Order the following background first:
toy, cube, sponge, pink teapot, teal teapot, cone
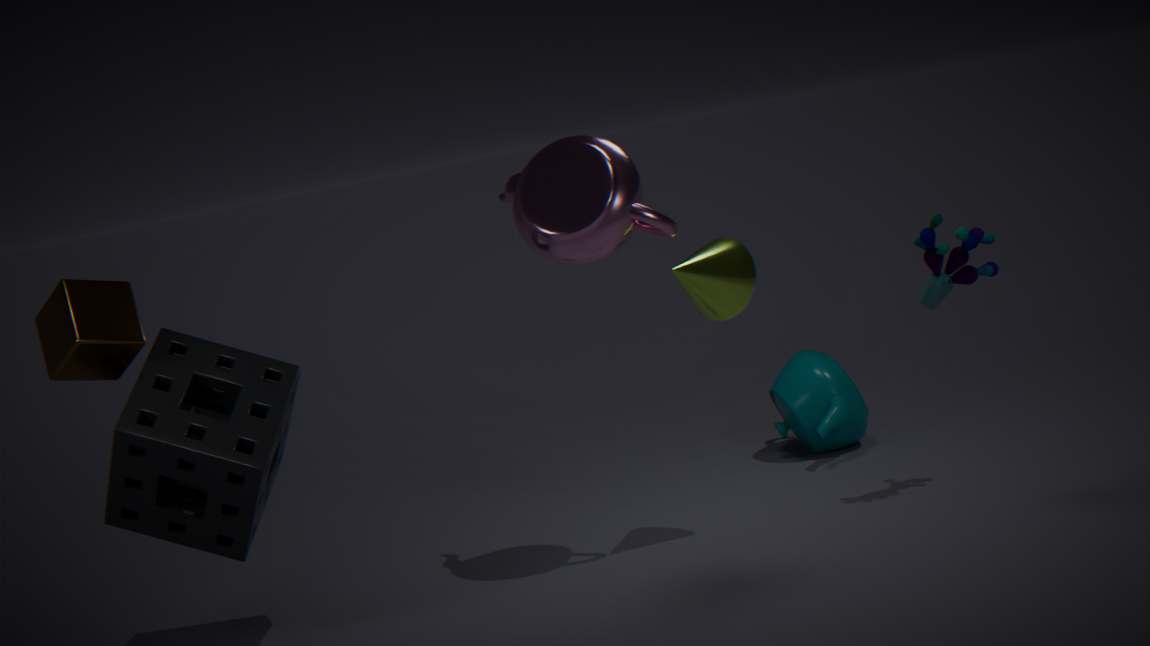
teal teapot, toy, cone, pink teapot, sponge, cube
